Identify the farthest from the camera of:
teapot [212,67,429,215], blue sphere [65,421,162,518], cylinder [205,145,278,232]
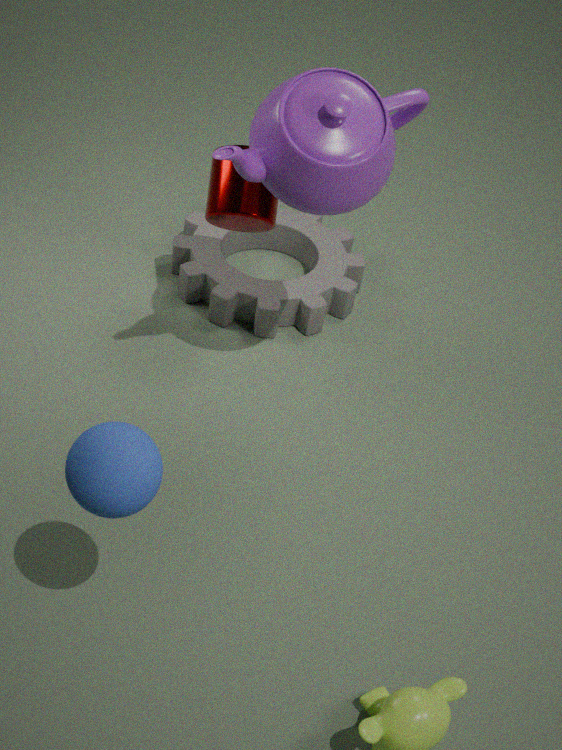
cylinder [205,145,278,232]
